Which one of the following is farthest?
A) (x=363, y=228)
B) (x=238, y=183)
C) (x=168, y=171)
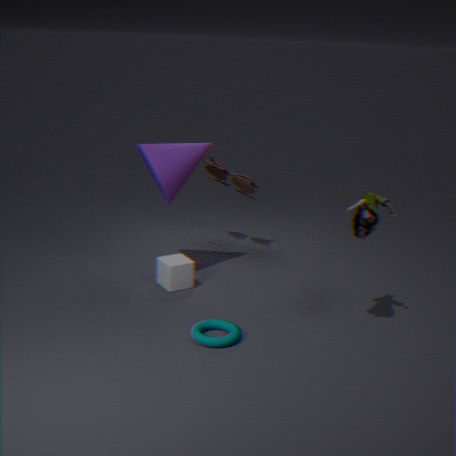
→ (x=238, y=183)
